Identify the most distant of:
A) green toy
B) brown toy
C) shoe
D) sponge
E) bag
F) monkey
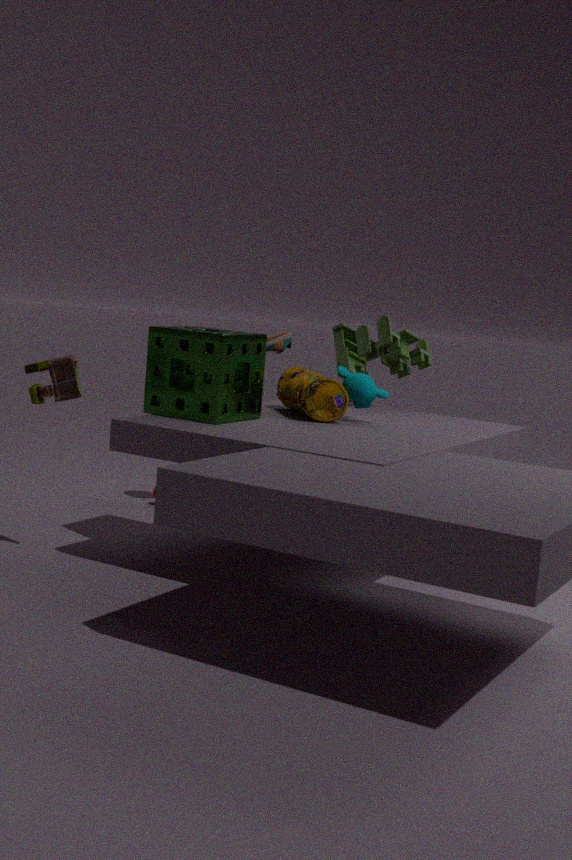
green toy
